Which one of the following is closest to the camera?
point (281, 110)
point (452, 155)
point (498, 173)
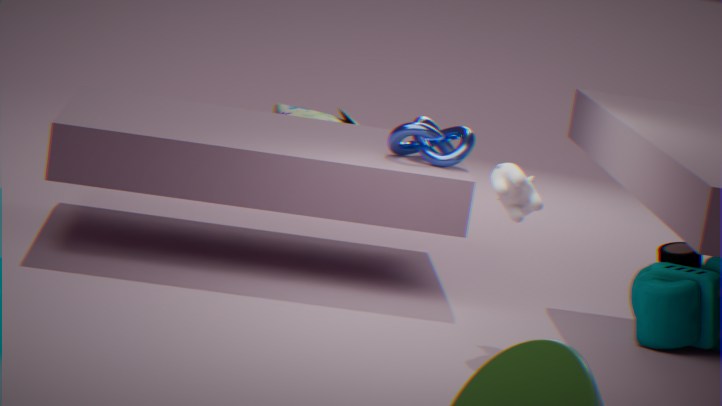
point (498, 173)
